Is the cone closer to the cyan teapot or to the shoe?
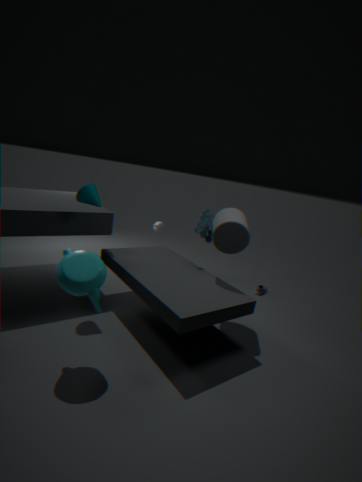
the cyan teapot
